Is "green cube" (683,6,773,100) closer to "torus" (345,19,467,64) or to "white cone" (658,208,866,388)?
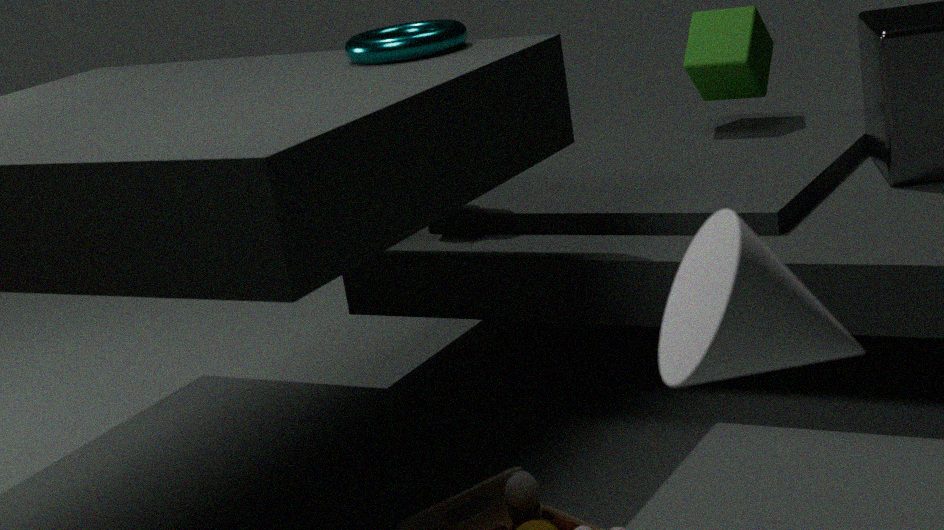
"torus" (345,19,467,64)
